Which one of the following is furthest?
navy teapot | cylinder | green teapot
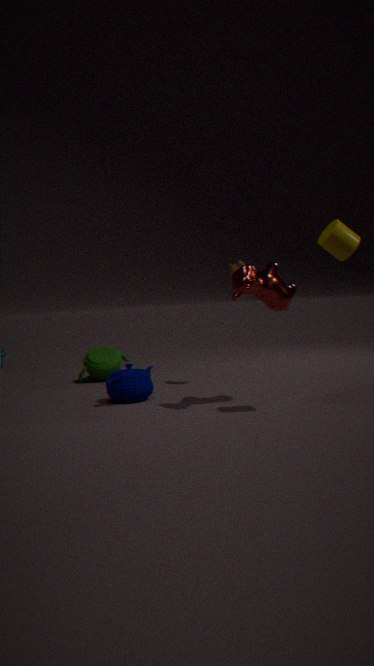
green teapot
